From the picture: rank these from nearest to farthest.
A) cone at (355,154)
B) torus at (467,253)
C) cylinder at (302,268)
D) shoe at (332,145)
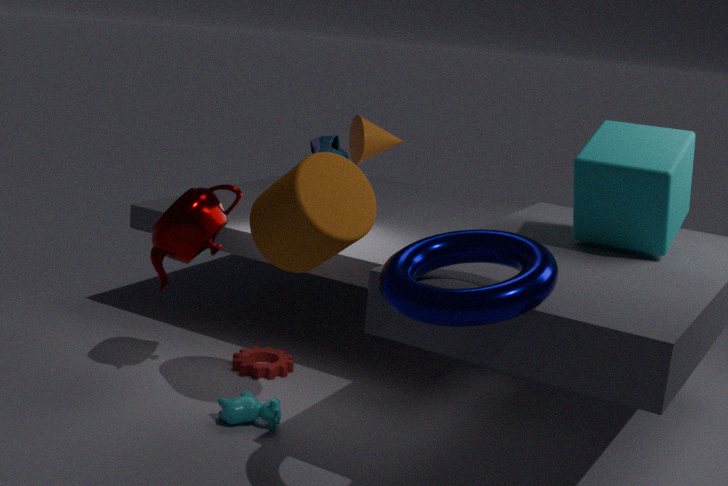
torus at (467,253) < cylinder at (302,268) < cone at (355,154) < shoe at (332,145)
